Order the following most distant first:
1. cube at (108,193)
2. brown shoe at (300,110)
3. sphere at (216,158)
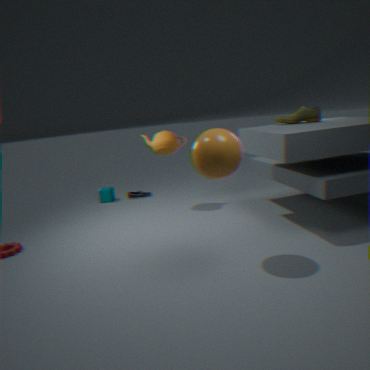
cube at (108,193), brown shoe at (300,110), sphere at (216,158)
